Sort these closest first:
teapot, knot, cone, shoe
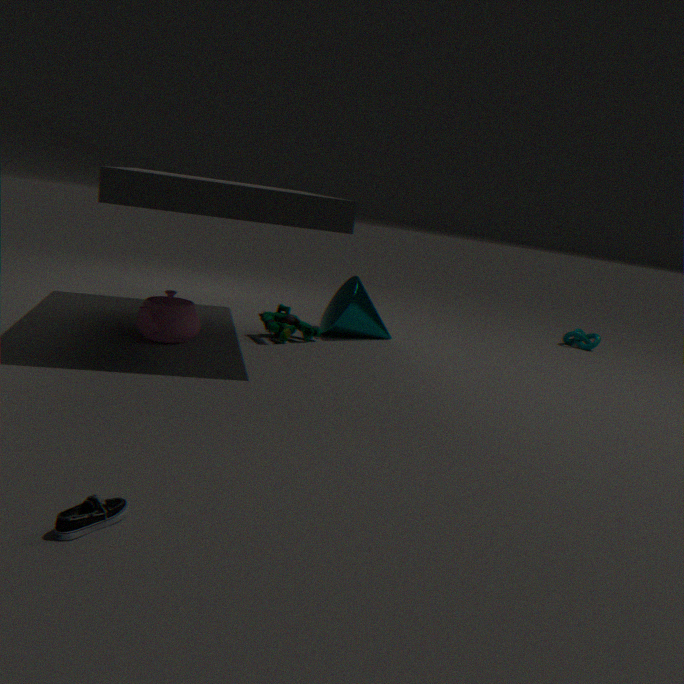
1. shoe
2. teapot
3. cone
4. knot
